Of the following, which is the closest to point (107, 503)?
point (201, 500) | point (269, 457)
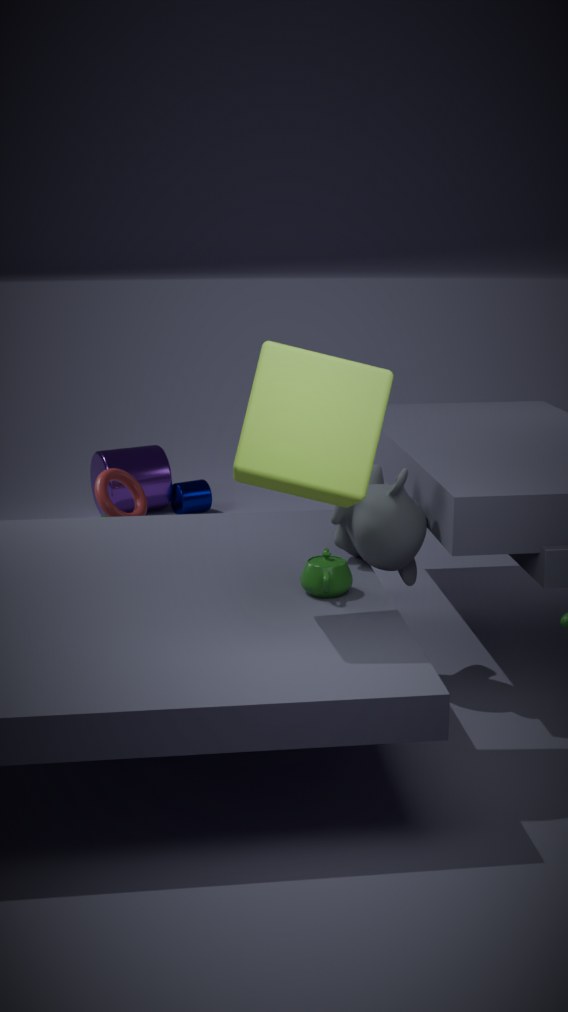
point (201, 500)
